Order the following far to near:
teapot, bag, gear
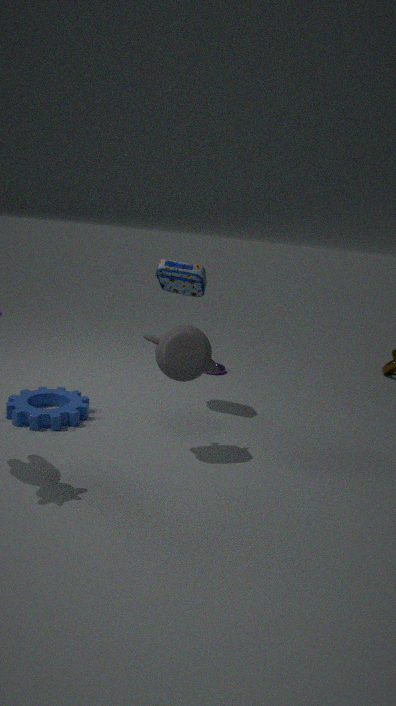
bag, gear, teapot
